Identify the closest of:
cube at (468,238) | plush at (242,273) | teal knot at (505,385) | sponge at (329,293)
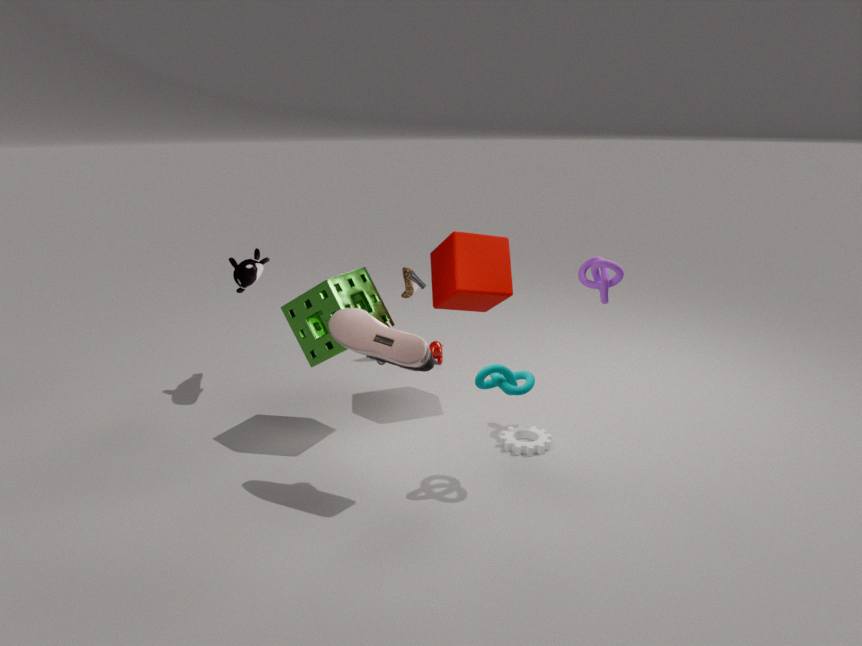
teal knot at (505,385)
